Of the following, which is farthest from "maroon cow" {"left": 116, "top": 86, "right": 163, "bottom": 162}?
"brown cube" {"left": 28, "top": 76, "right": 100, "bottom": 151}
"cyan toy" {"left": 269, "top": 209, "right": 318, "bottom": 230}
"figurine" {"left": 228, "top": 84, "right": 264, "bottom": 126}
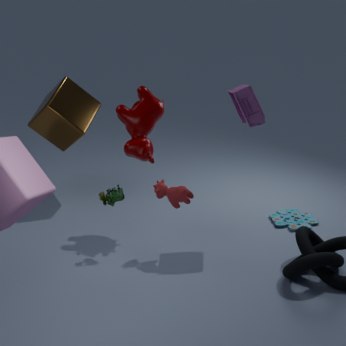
"cyan toy" {"left": 269, "top": 209, "right": 318, "bottom": 230}
